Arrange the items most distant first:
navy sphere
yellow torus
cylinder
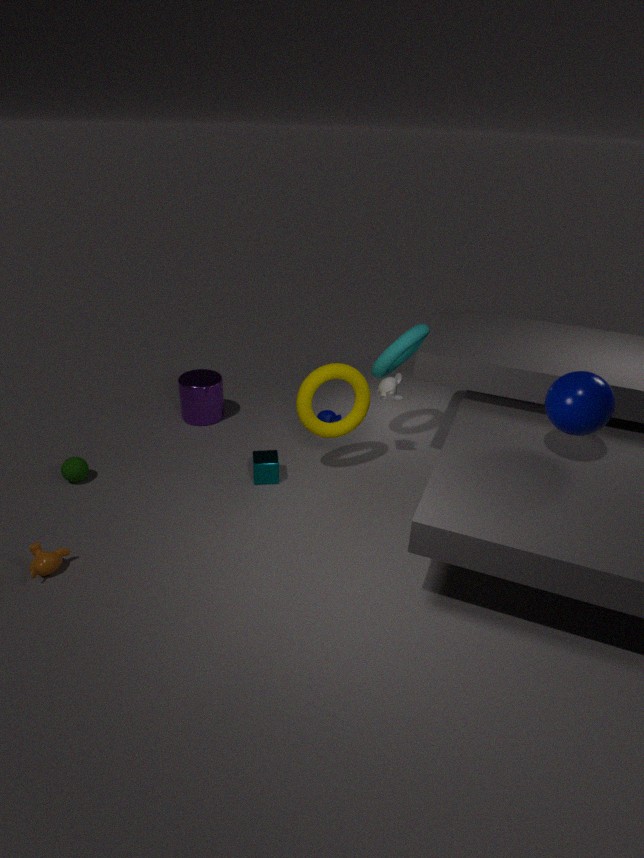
cylinder, yellow torus, navy sphere
